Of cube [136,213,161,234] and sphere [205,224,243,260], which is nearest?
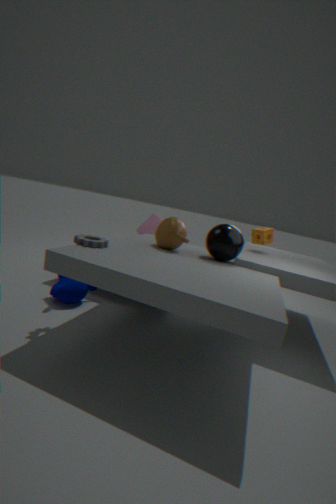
sphere [205,224,243,260]
